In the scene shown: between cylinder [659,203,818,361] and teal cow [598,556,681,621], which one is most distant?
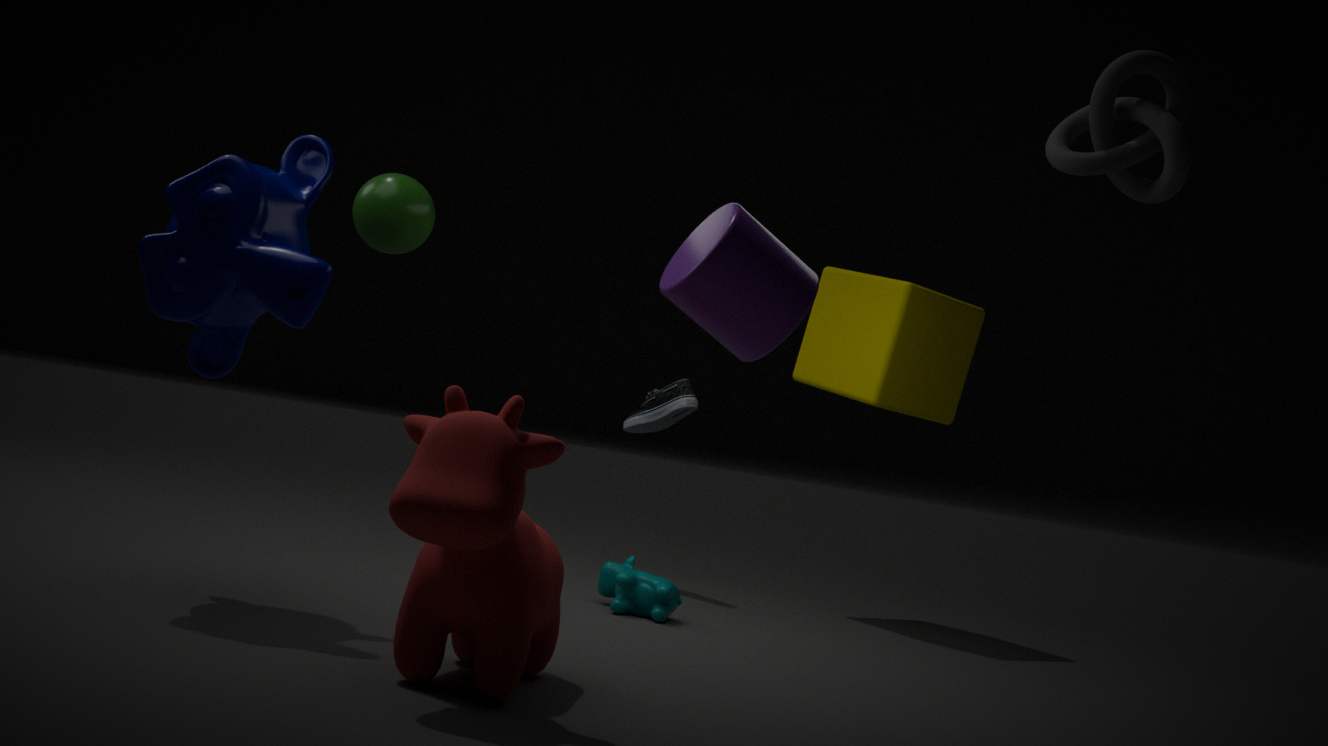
teal cow [598,556,681,621]
